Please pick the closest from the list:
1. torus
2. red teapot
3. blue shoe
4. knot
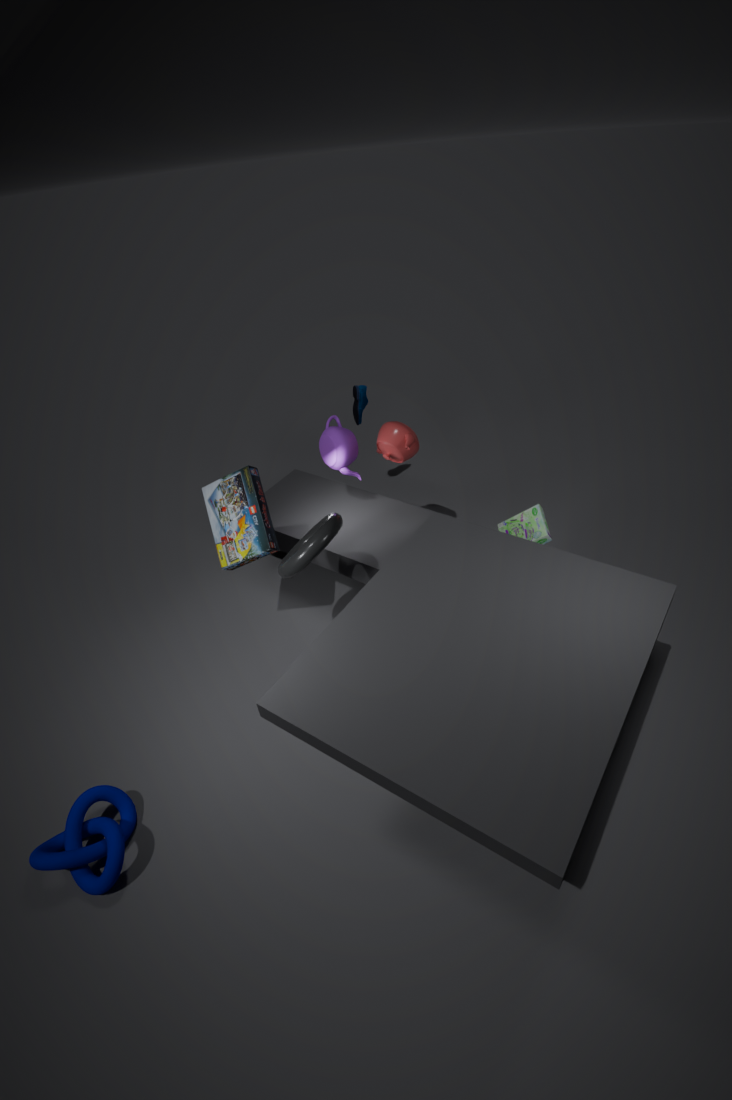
knot
